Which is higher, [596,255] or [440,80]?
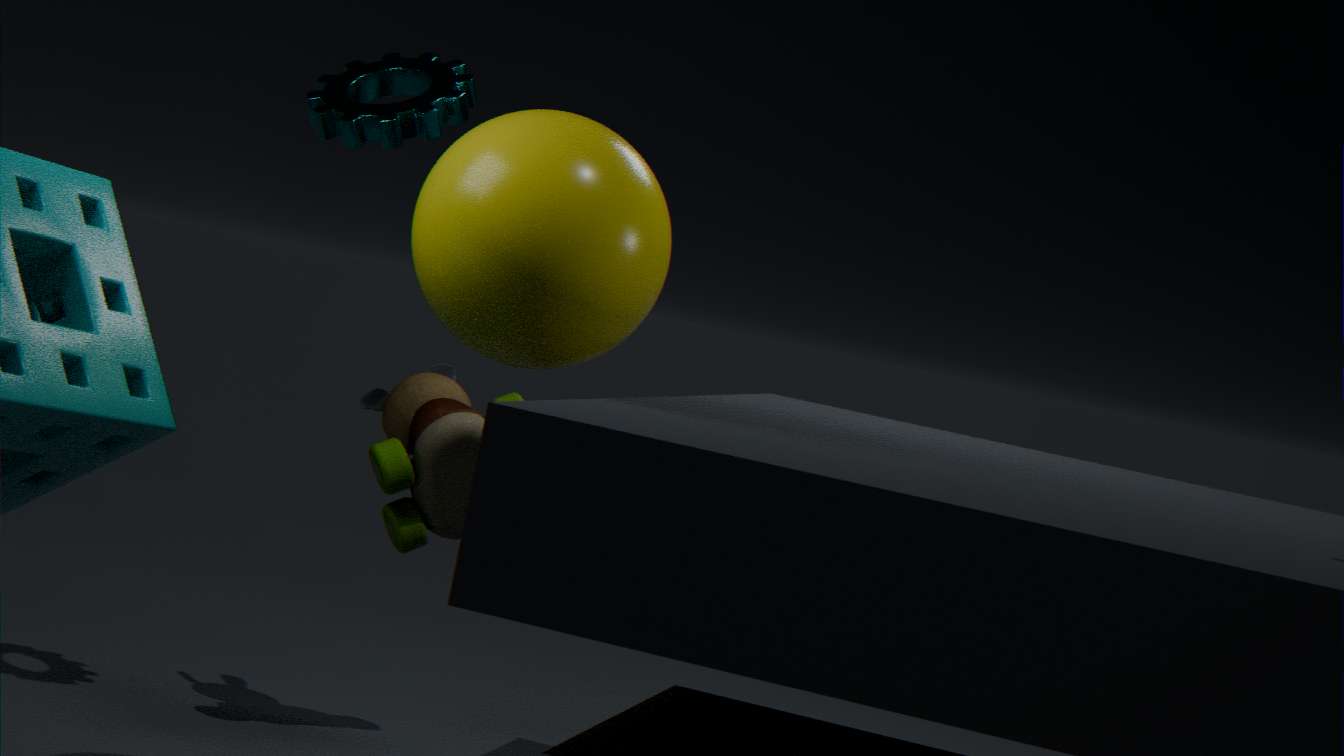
[440,80]
